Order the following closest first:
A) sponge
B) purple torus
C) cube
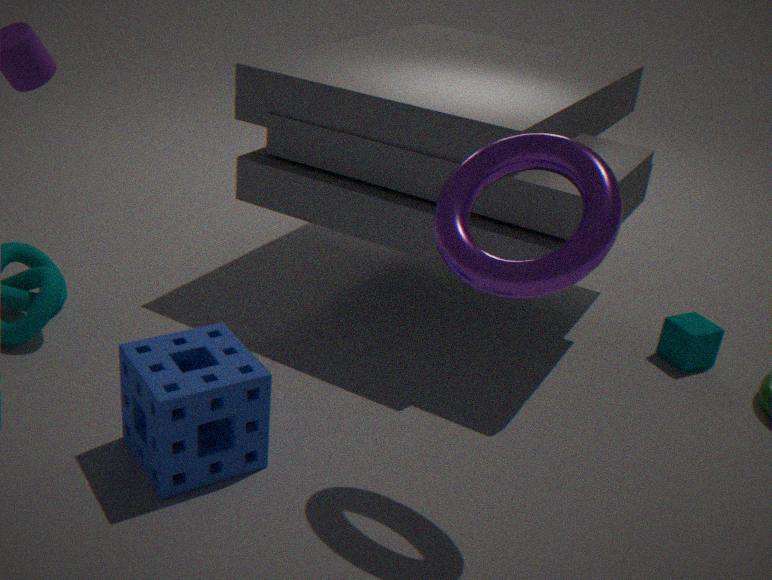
purple torus → sponge → cube
